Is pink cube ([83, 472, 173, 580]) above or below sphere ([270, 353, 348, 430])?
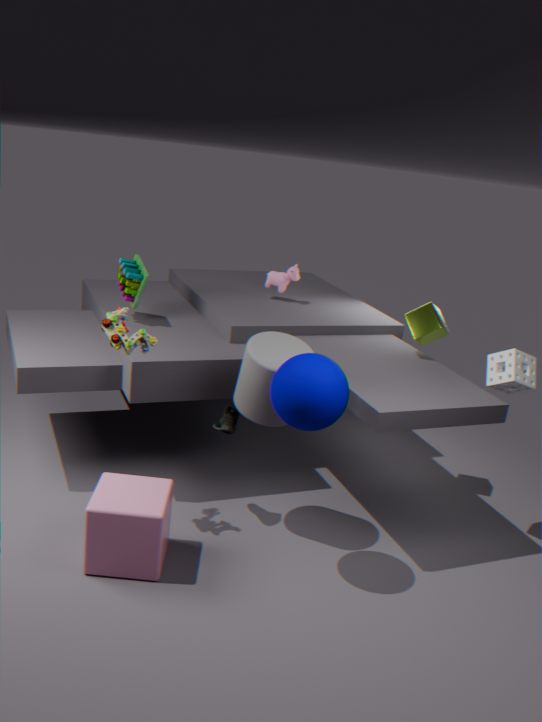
below
